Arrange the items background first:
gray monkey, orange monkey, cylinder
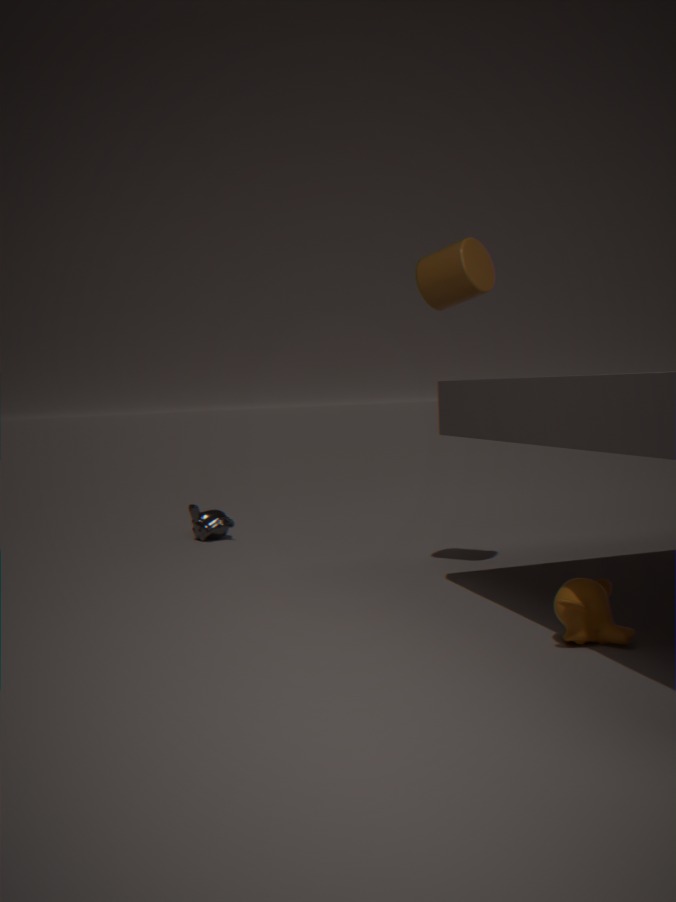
gray monkey < cylinder < orange monkey
